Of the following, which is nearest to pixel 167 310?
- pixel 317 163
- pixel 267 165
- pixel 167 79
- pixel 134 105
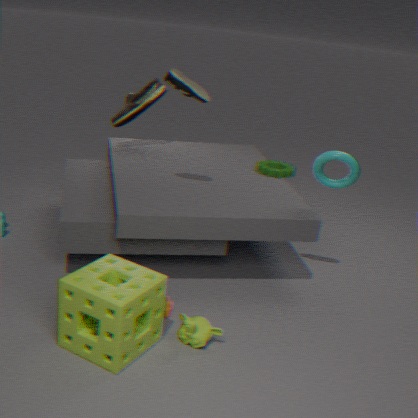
pixel 167 79
